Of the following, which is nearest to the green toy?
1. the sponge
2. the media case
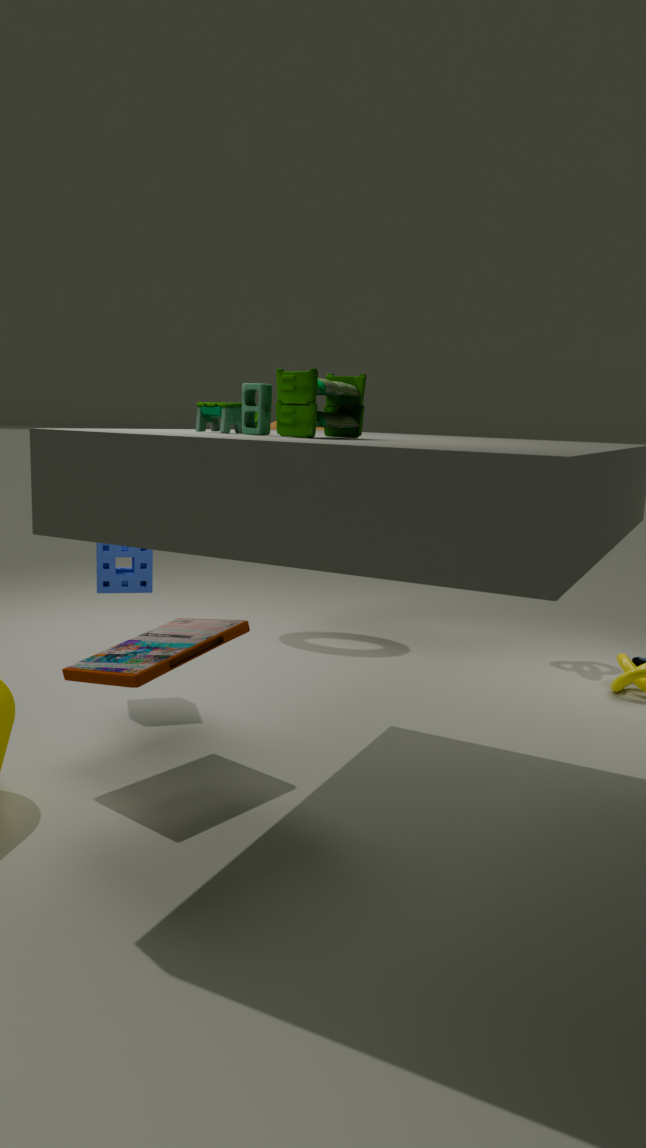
the media case
